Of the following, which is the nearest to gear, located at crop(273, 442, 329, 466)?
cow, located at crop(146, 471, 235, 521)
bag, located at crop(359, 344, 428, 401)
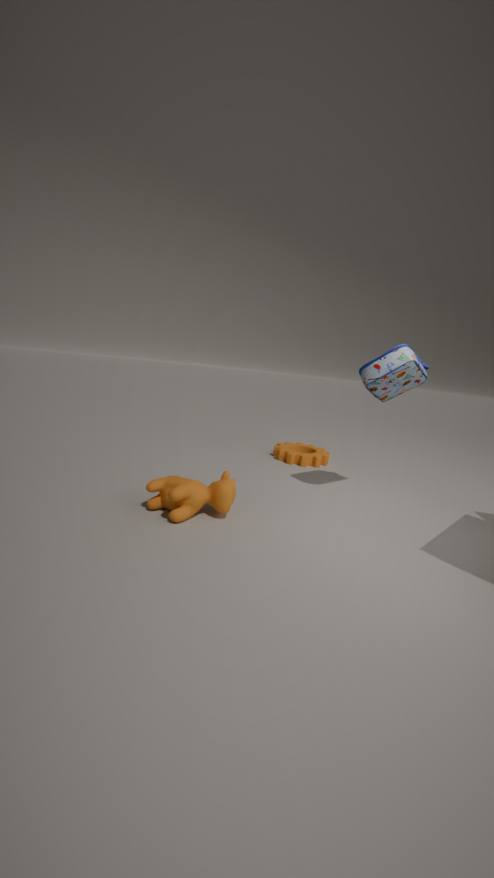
bag, located at crop(359, 344, 428, 401)
